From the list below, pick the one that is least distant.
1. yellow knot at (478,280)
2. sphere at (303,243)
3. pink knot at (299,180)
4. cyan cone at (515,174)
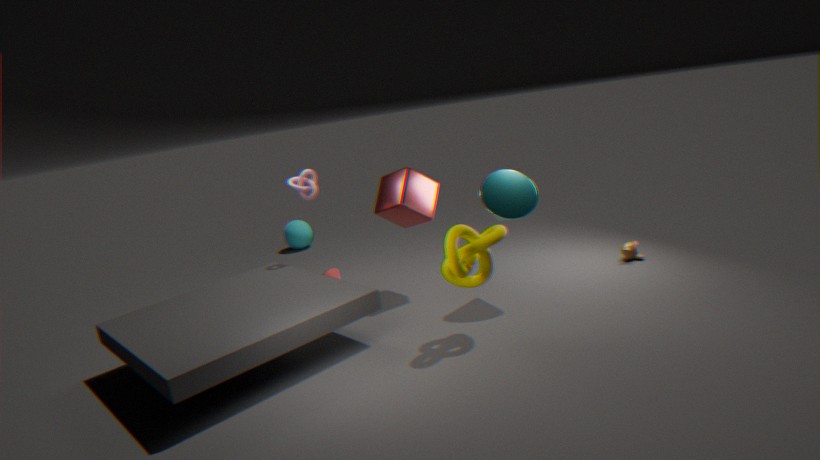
yellow knot at (478,280)
